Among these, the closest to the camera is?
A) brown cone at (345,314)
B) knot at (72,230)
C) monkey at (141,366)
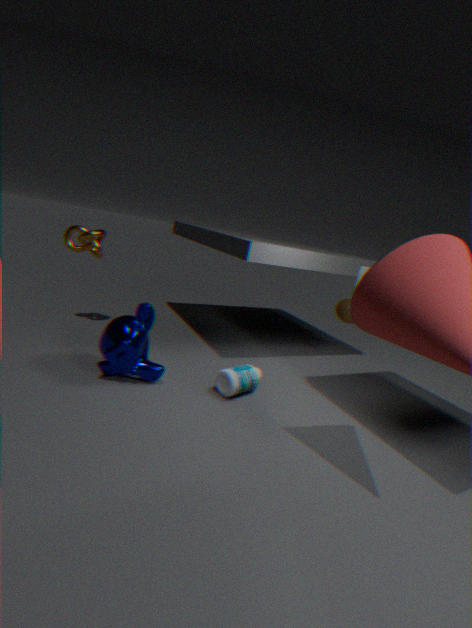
monkey at (141,366)
